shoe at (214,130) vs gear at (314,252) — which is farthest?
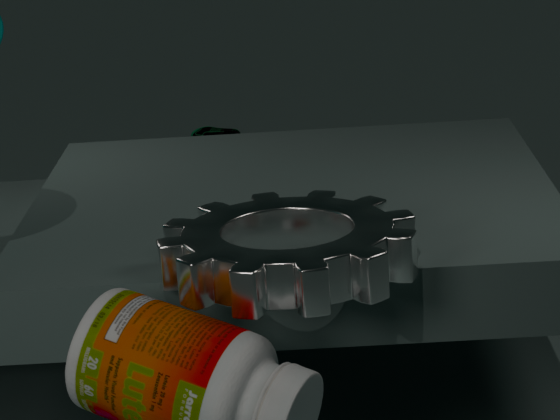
shoe at (214,130)
